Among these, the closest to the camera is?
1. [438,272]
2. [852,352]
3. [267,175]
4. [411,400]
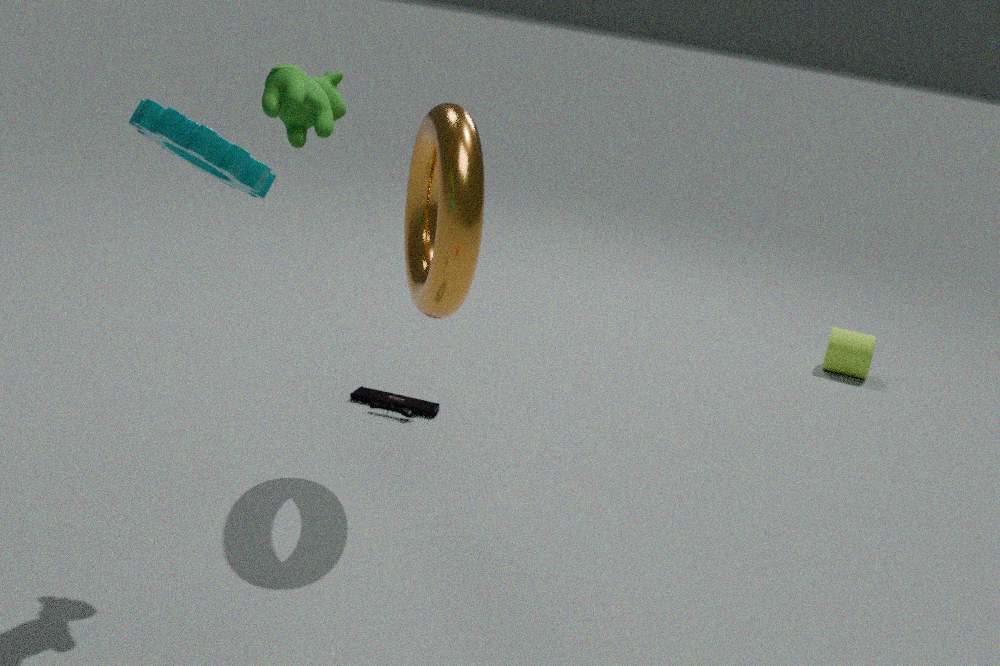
[267,175]
